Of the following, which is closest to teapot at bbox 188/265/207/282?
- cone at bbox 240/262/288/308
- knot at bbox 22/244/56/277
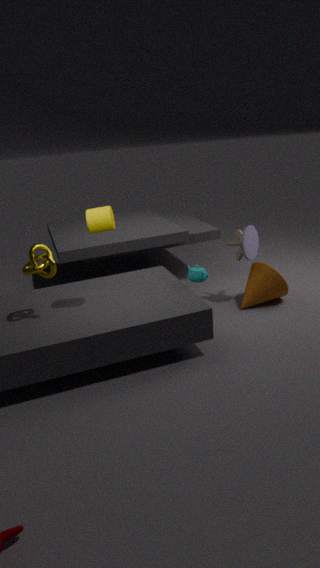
cone at bbox 240/262/288/308
